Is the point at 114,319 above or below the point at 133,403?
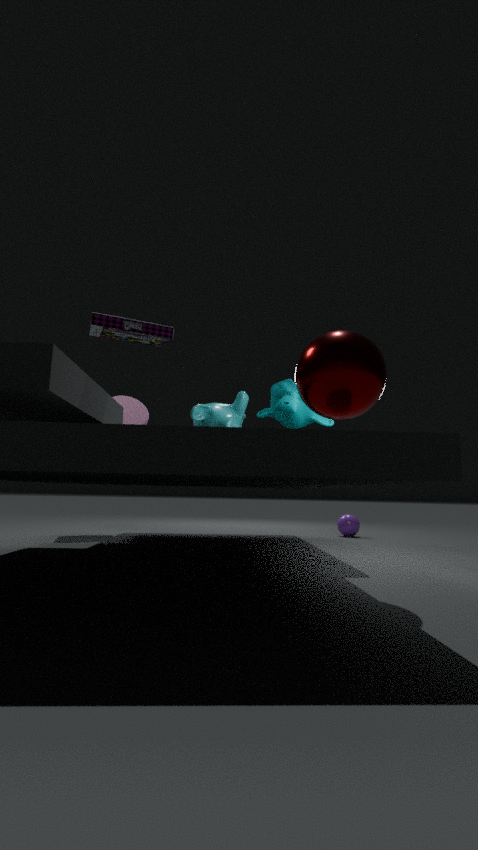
above
